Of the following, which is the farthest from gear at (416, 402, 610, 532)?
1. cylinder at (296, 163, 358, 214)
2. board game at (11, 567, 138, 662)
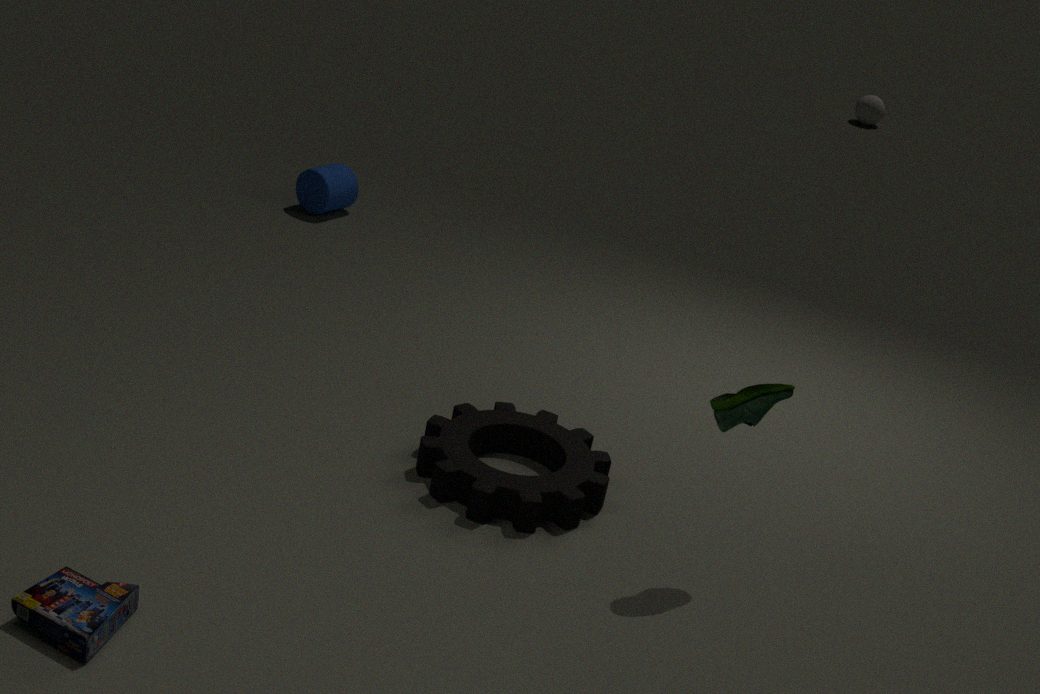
cylinder at (296, 163, 358, 214)
